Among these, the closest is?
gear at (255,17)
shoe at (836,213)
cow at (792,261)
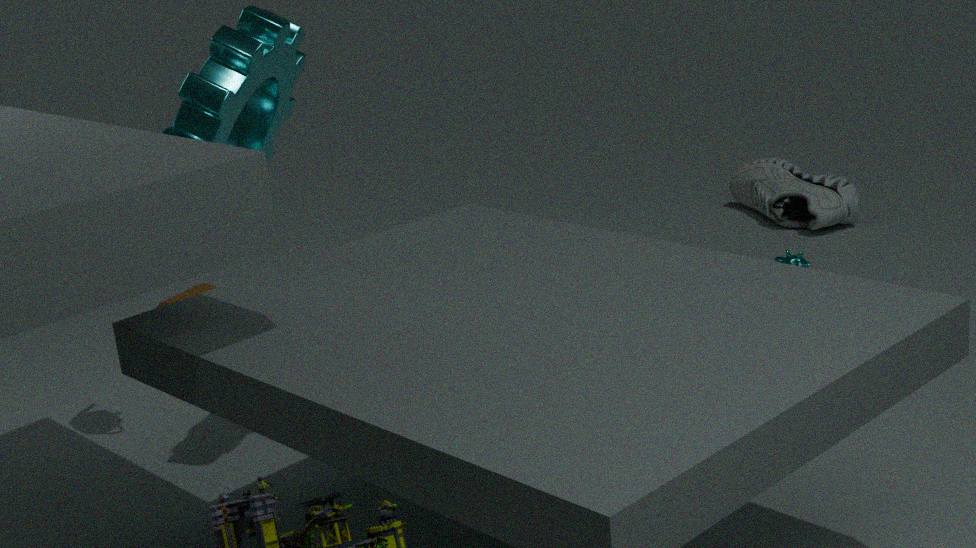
gear at (255,17)
